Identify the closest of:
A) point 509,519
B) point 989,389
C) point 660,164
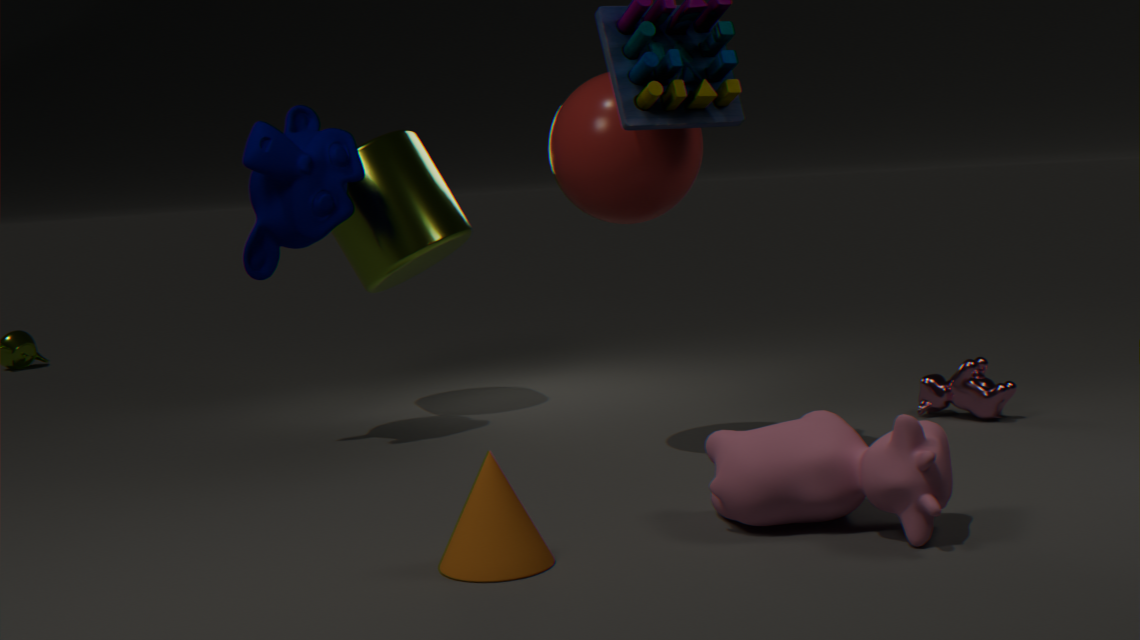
point 509,519
